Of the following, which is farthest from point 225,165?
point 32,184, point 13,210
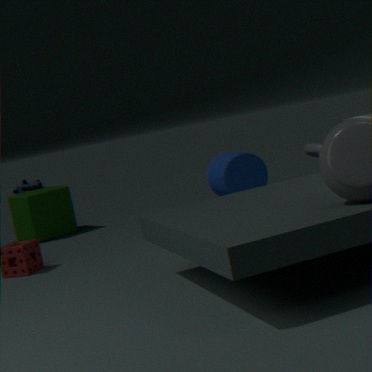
point 32,184
